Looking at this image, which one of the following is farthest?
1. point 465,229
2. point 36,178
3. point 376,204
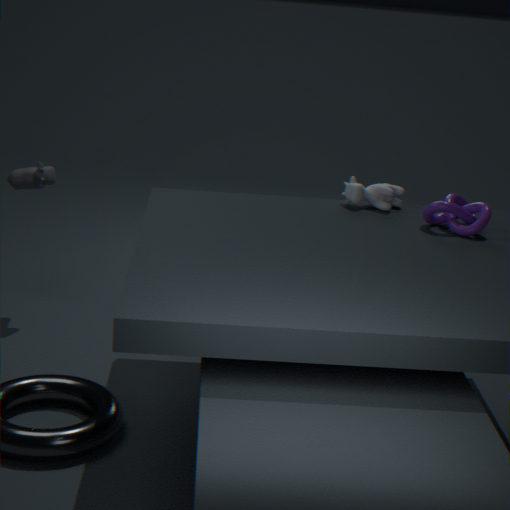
point 36,178
